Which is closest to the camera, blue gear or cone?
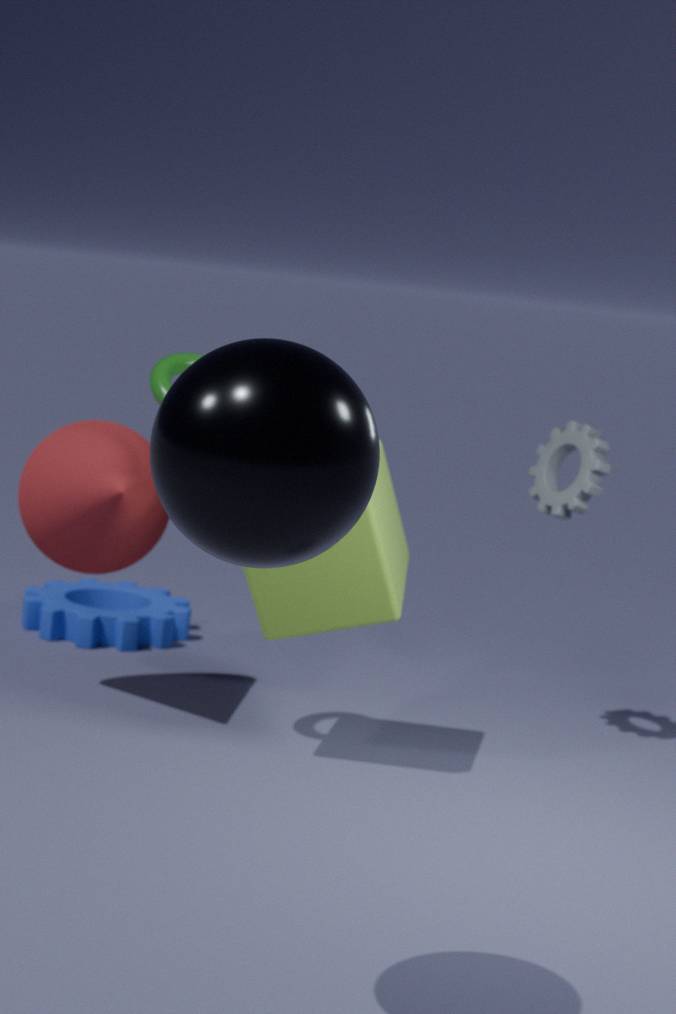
cone
